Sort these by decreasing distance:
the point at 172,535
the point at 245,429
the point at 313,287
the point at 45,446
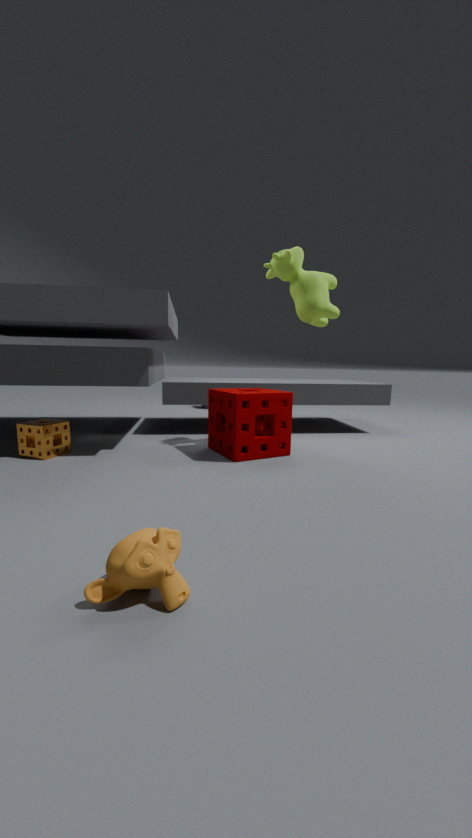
the point at 313,287 < the point at 245,429 < the point at 45,446 < the point at 172,535
